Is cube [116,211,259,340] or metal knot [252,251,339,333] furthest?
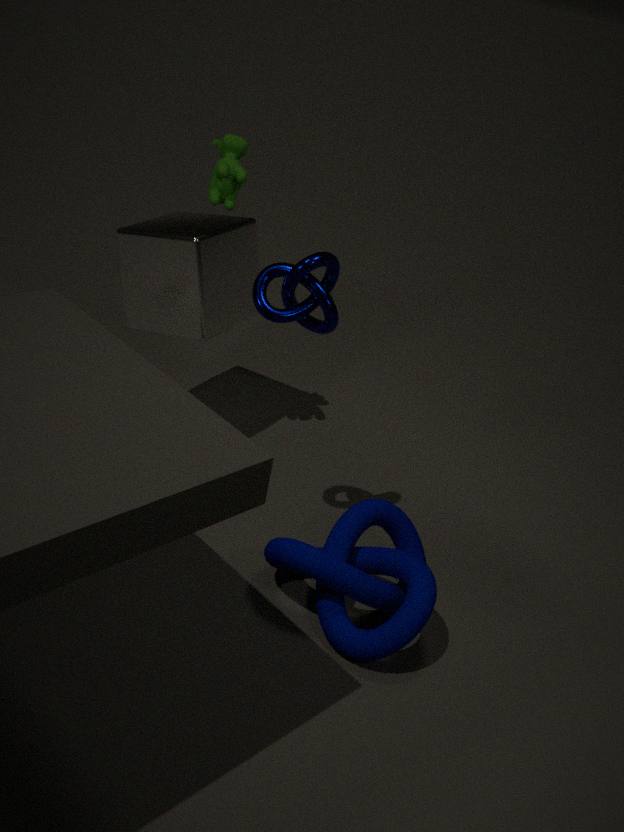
cube [116,211,259,340]
